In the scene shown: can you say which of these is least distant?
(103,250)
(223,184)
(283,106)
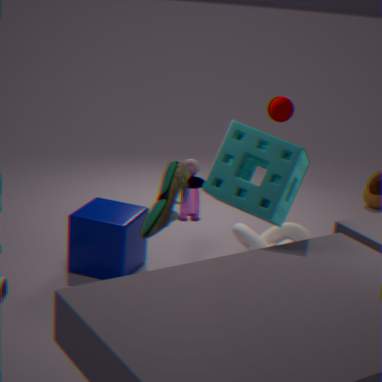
(223,184)
